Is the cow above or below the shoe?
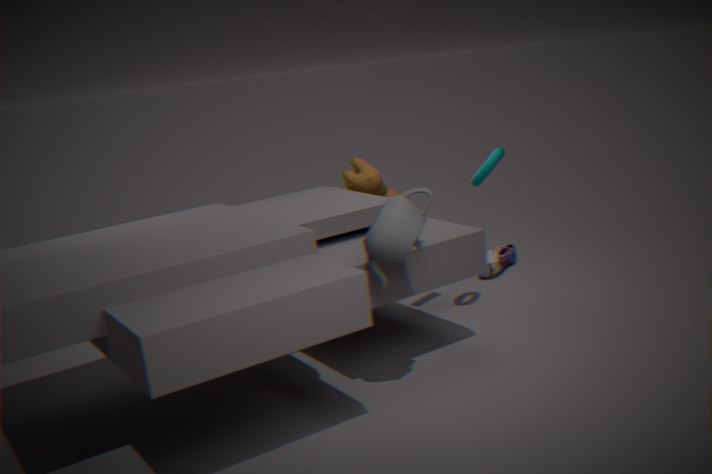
above
